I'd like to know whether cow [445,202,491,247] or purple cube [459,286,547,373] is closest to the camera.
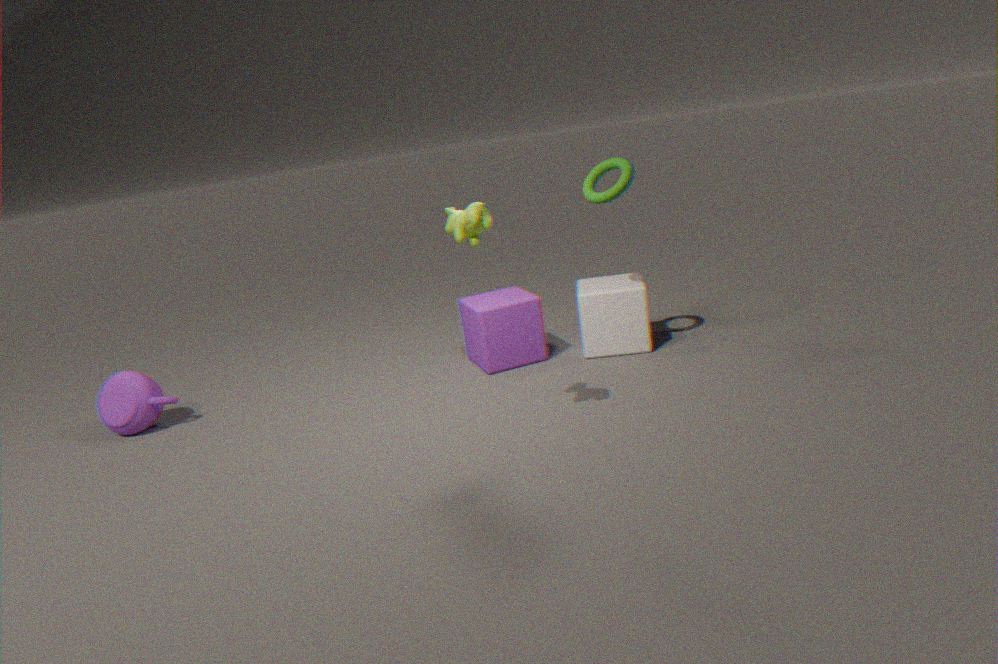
cow [445,202,491,247]
